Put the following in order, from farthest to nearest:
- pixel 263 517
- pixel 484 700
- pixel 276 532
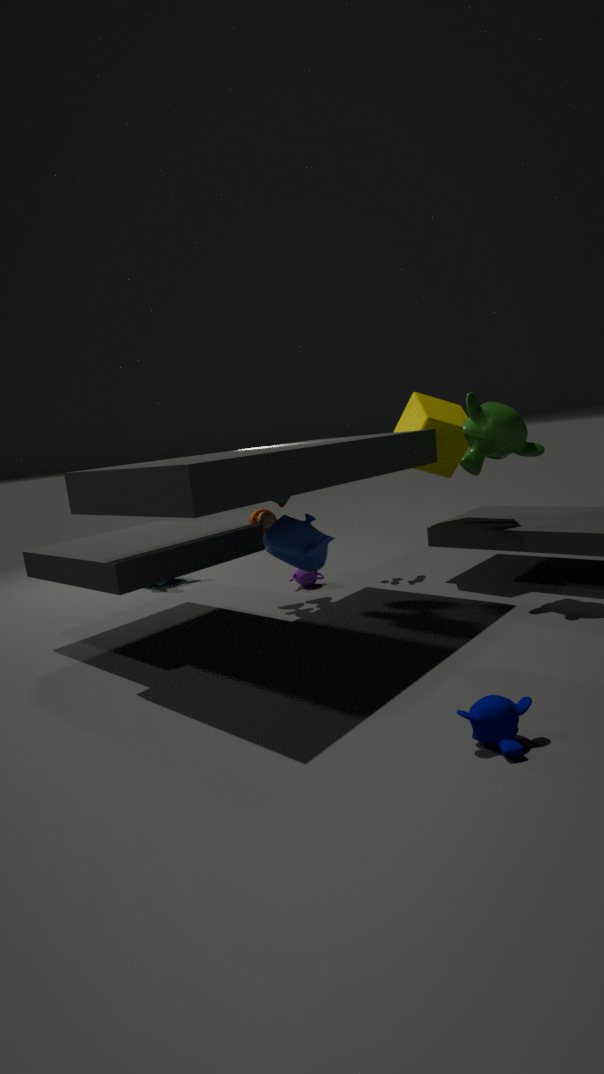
pixel 263 517
pixel 276 532
pixel 484 700
